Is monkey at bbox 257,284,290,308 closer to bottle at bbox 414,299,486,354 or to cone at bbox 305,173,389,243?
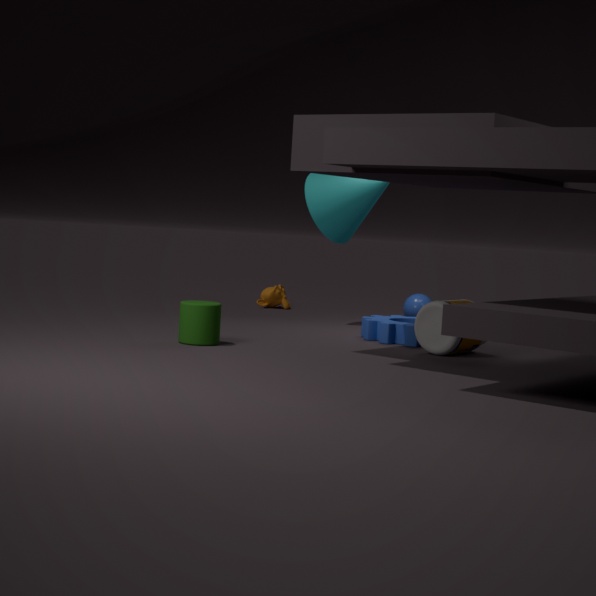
cone at bbox 305,173,389,243
